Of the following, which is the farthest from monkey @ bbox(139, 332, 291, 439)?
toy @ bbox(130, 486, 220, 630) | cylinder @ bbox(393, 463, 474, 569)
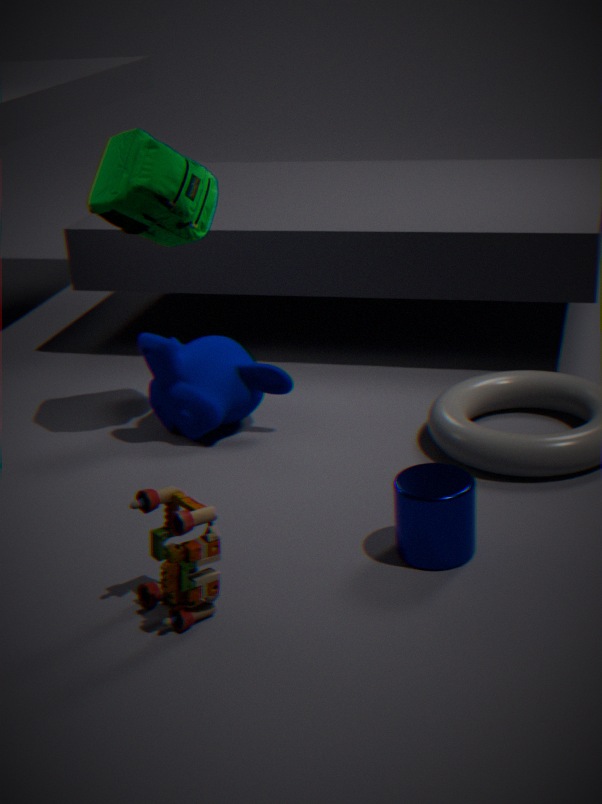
toy @ bbox(130, 486, 220, 630)
